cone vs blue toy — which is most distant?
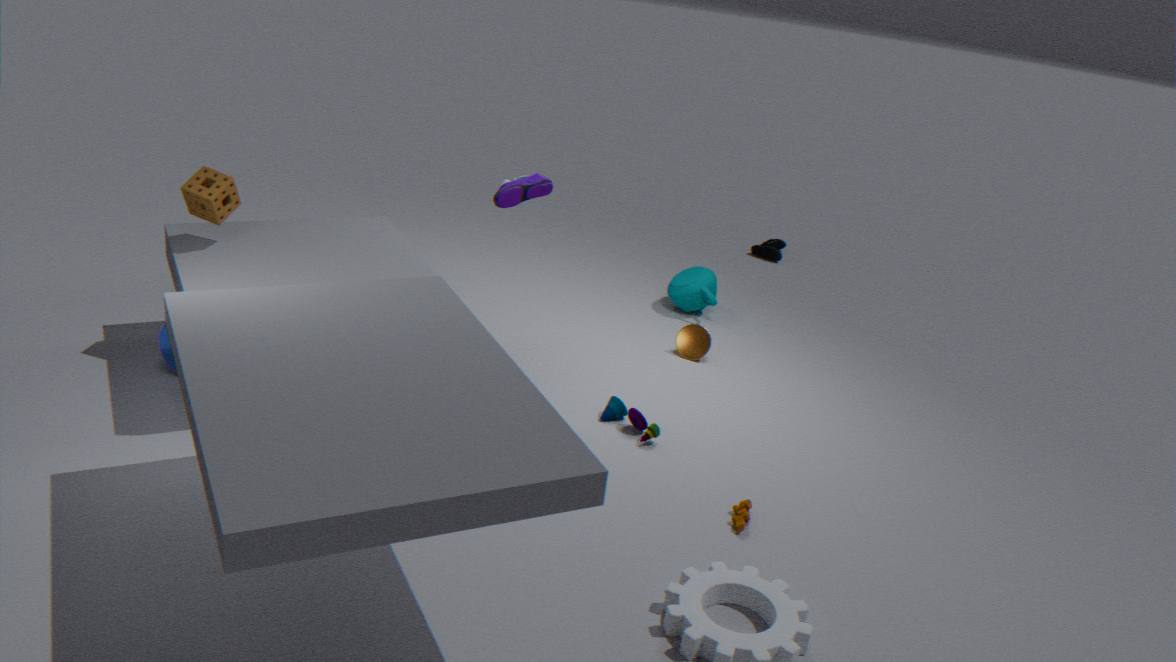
cone
